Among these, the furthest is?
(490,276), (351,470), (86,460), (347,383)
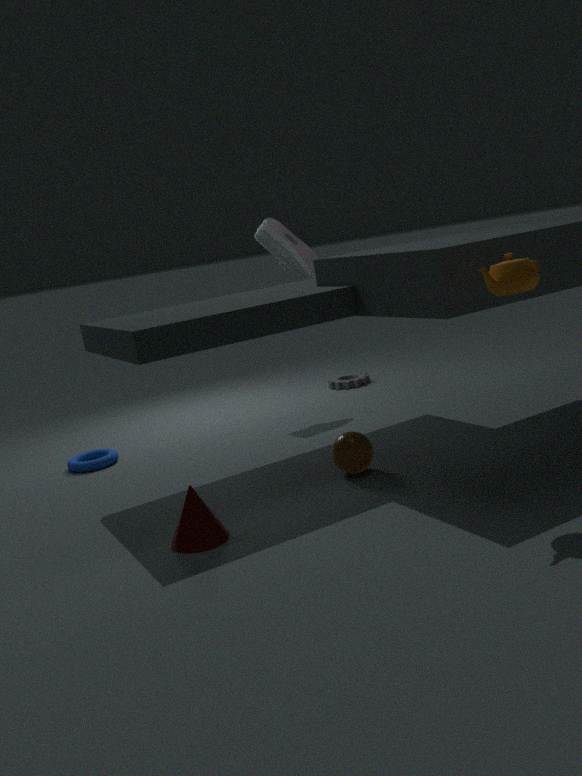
(347,383)
